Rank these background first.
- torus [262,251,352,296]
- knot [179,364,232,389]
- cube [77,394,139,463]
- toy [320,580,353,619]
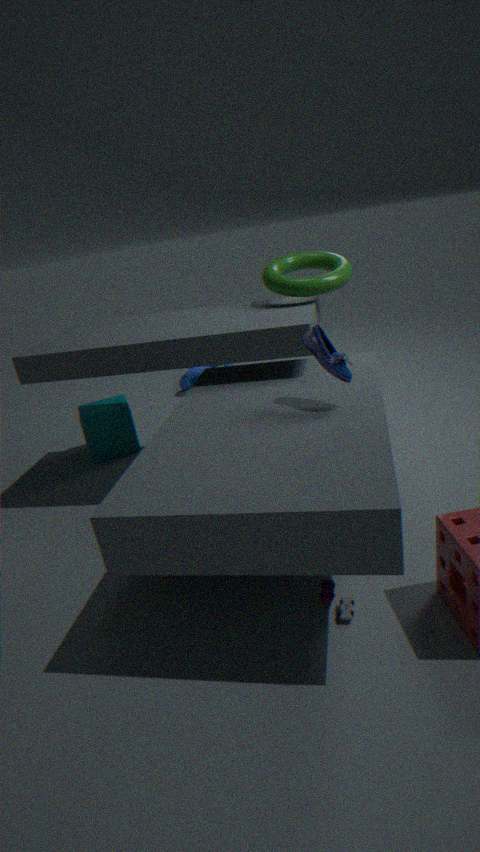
1. knot [179,364,232,389]
2. cube [77,394,139,463]
3. torus [262,251,352,296]
4. toy [320,580,353,619]
